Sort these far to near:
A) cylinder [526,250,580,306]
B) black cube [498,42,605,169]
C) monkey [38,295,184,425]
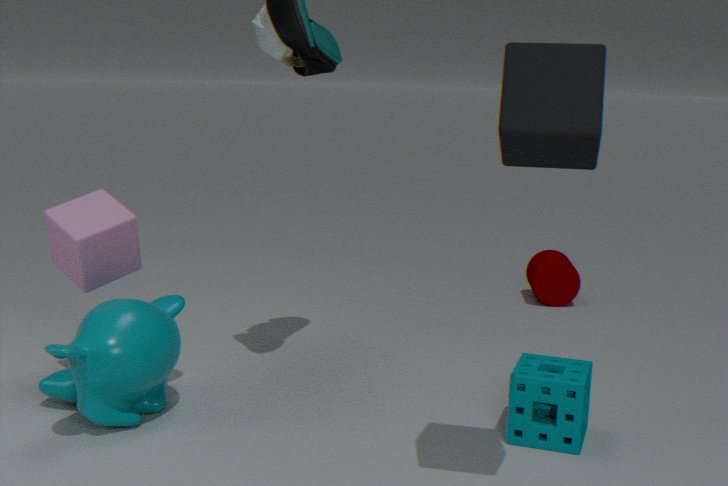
cylinder [526,250,580,306] → monkey [38,295,184,425] → black cube [498,42,605,169]
